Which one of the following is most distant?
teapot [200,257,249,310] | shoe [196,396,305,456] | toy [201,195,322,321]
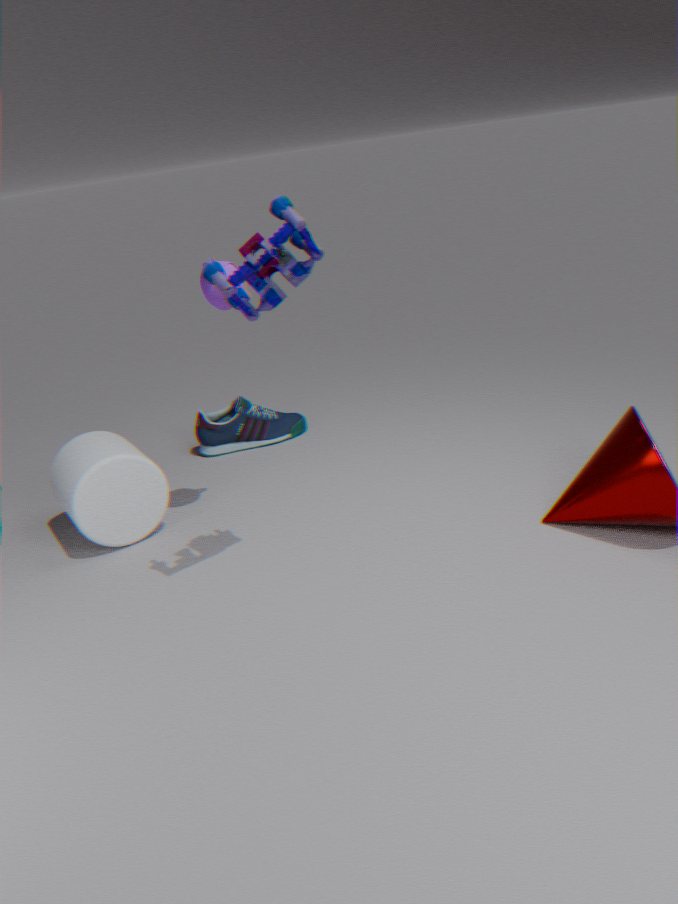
shoe [196,396,305,456]
